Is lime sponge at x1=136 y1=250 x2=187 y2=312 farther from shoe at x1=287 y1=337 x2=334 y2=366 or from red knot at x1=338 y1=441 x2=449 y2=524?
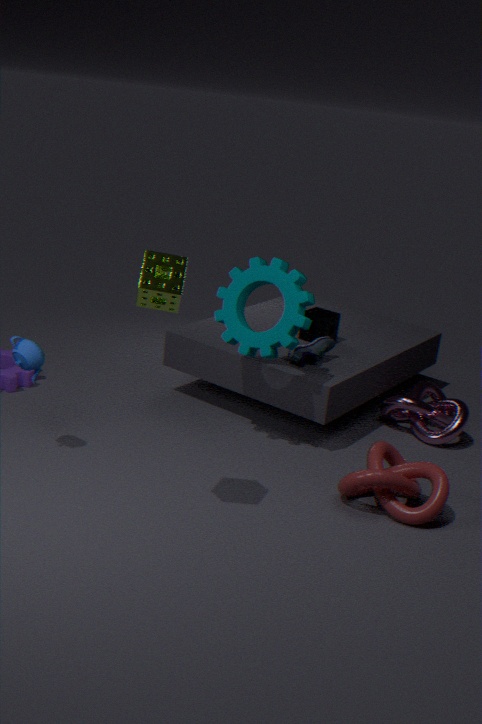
shoe at x1=287 y1=337 x2=334 y2=366
